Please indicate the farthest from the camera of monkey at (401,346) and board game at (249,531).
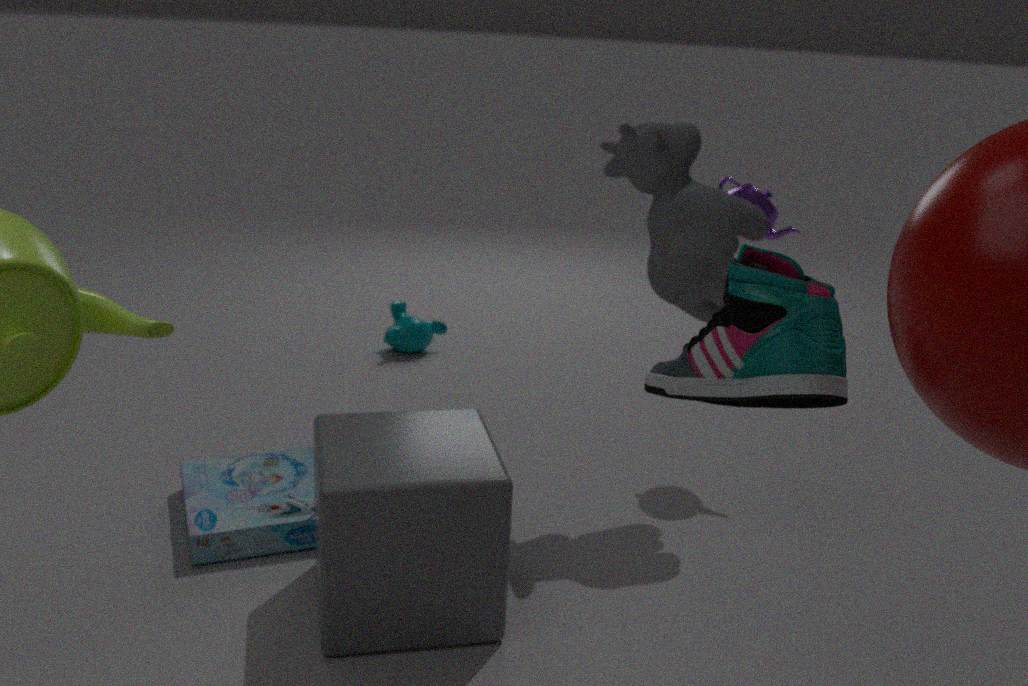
monkey at (401,346)
